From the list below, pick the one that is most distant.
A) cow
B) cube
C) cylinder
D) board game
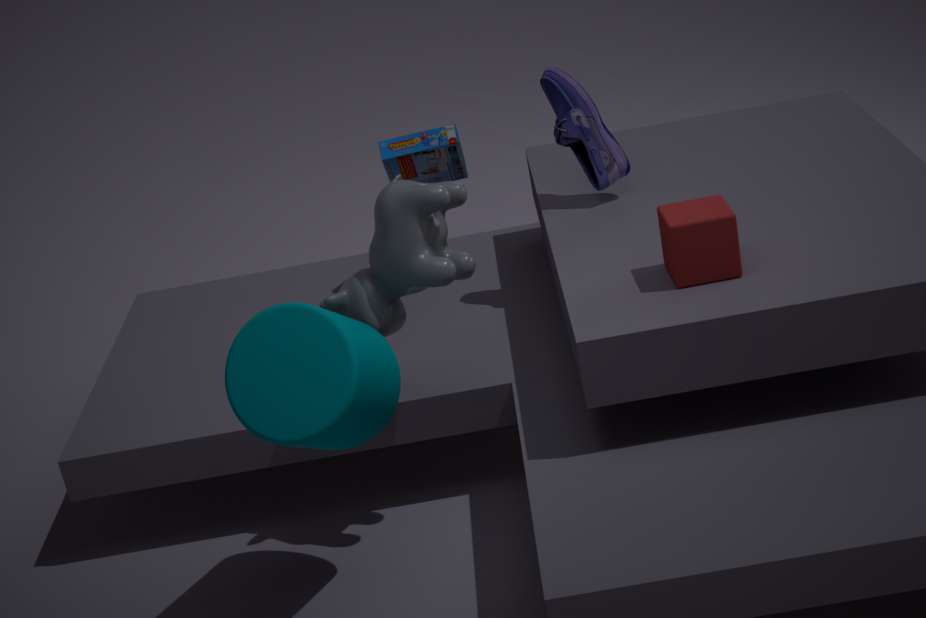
board game
